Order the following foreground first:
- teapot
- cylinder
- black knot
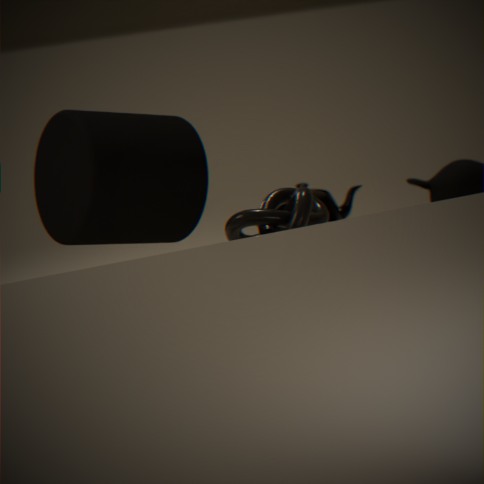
1. black knot
2. cylinder
3. teapot
